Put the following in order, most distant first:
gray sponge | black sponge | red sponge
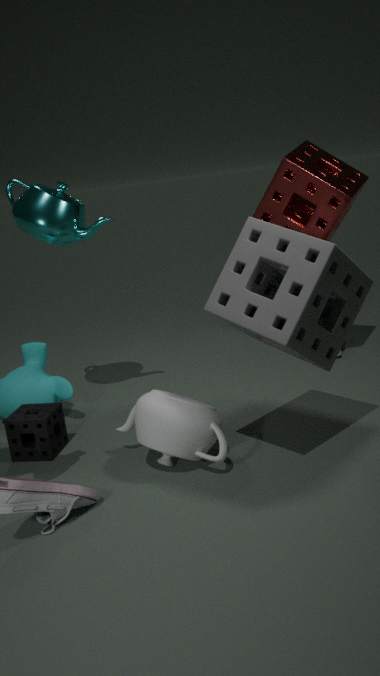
red sponge, black sponge, gray sponge
